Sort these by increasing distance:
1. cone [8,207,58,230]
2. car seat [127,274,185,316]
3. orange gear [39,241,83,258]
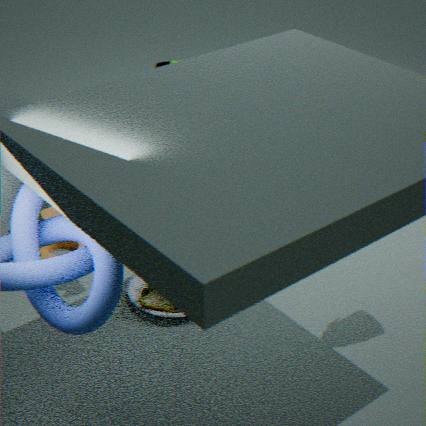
car seat [127,274,185,316], orange gear [39,241,83,258], cone [8,207,58,230]
